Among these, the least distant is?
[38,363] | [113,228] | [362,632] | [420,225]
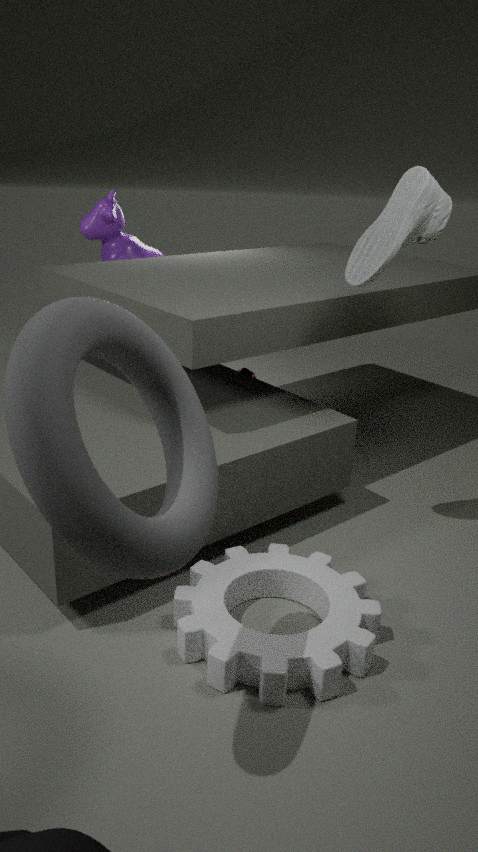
[38,363]
